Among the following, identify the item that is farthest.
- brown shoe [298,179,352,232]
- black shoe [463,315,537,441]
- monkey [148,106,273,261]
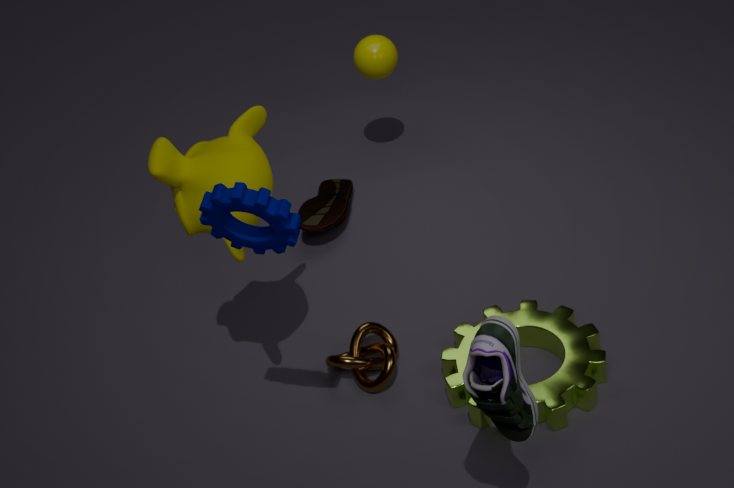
brown shoe [298,179,352,232]
